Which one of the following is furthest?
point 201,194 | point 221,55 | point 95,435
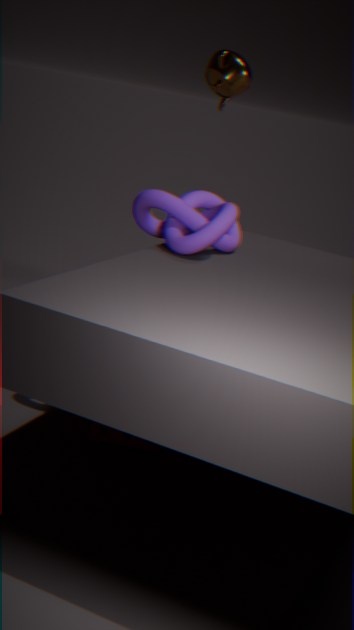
point 221,55
